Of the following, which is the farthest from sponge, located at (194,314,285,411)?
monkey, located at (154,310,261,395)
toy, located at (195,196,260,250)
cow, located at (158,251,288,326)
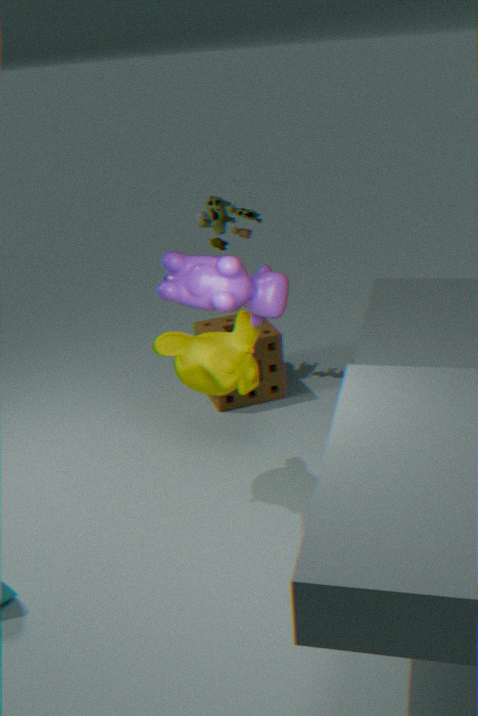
cow, located at (158,251,288,326)
